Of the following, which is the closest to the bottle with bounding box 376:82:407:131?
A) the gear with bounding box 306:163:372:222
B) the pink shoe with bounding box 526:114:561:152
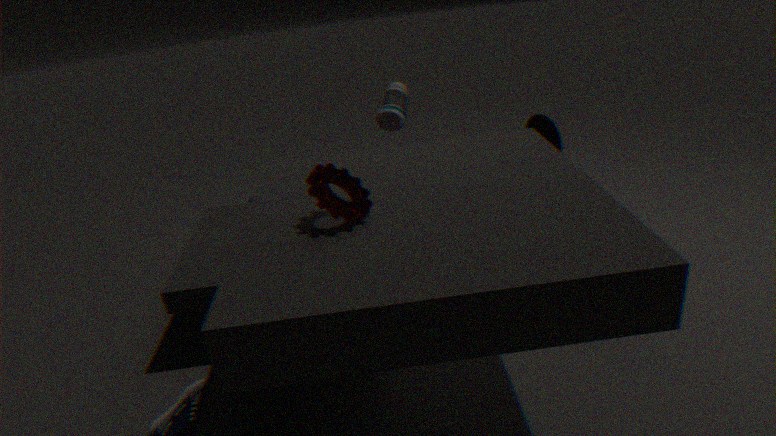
the pink shoe with bounding box 526:114:561:152
